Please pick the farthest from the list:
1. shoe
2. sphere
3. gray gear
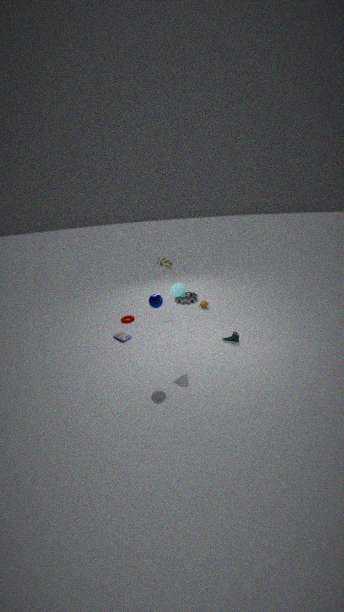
gray gear
